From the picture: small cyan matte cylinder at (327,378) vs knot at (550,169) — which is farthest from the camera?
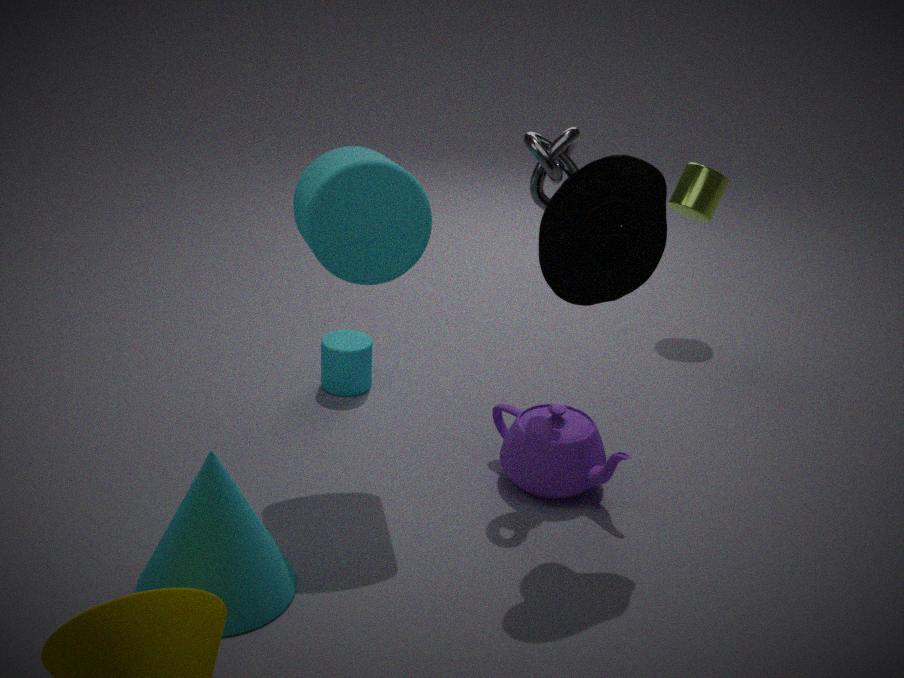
small cyan matte cylinder at (327,378)
